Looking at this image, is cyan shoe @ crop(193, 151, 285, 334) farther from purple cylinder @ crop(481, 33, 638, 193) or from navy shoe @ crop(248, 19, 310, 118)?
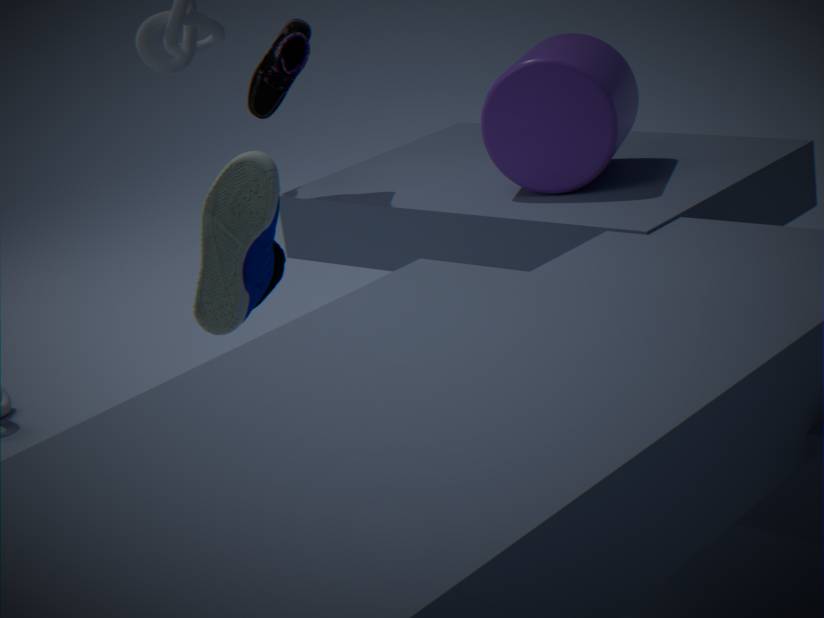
purple cylinder @ crop(481, 33, 638, 193)
